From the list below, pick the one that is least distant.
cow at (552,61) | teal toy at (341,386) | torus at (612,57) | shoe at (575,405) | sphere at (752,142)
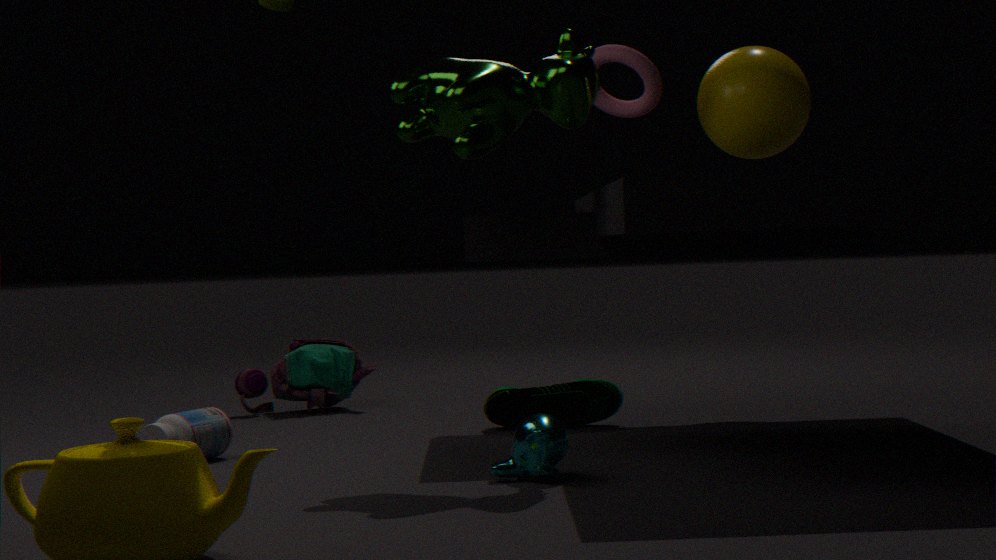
cow at (552,61)
